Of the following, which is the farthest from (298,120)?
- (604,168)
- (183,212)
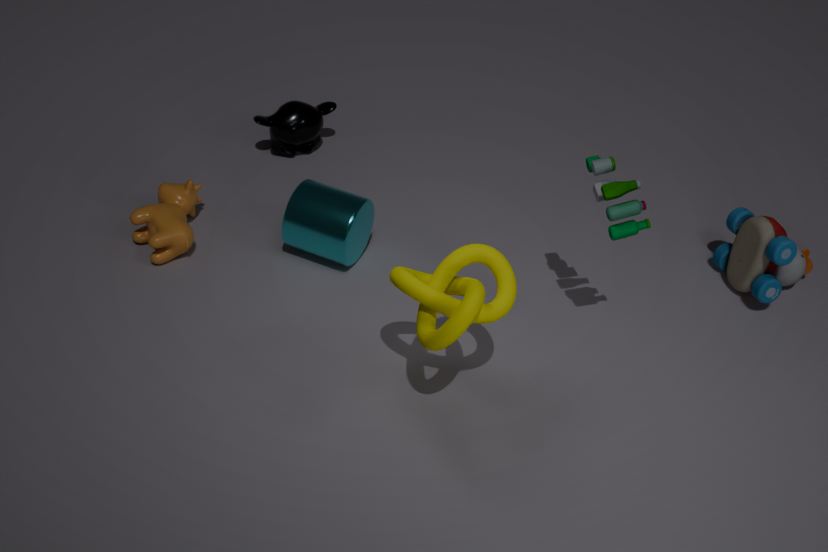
(604,168)
